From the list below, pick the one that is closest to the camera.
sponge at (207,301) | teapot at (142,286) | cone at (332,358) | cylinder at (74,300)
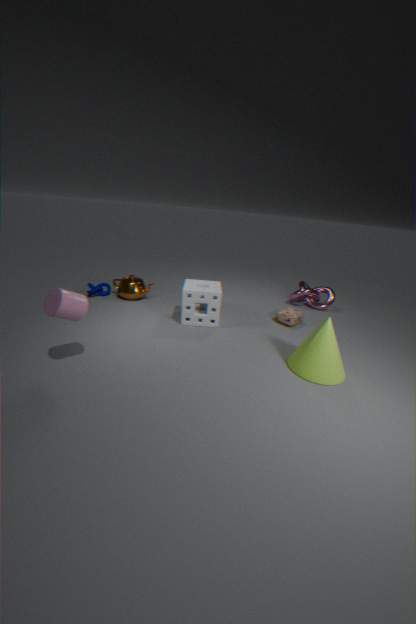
cylinder at (74,300)
